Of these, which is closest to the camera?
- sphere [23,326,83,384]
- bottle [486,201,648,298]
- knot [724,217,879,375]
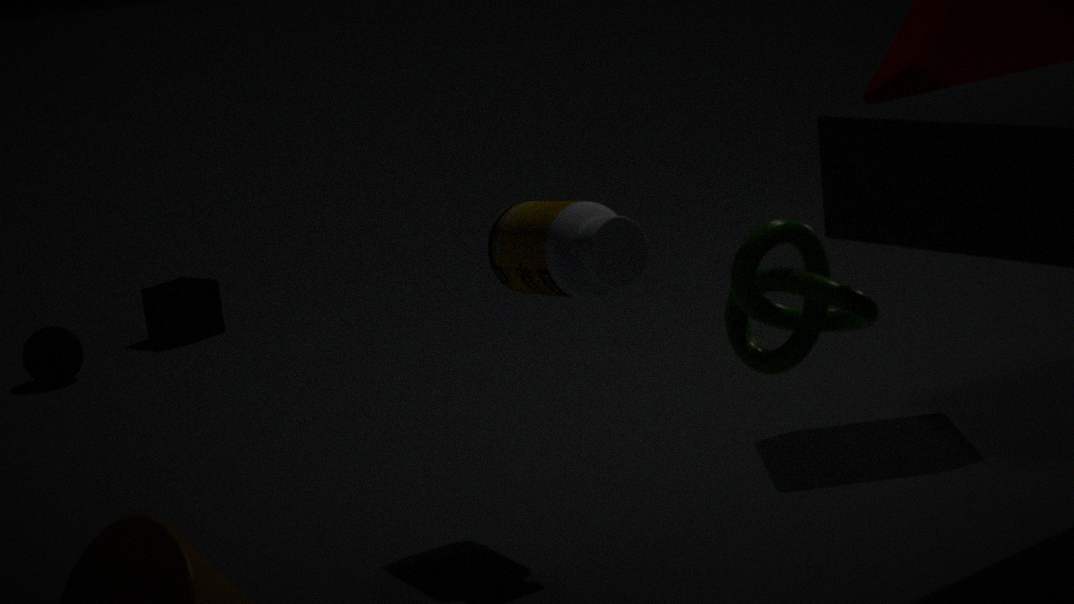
knot [724,217,879,375]
